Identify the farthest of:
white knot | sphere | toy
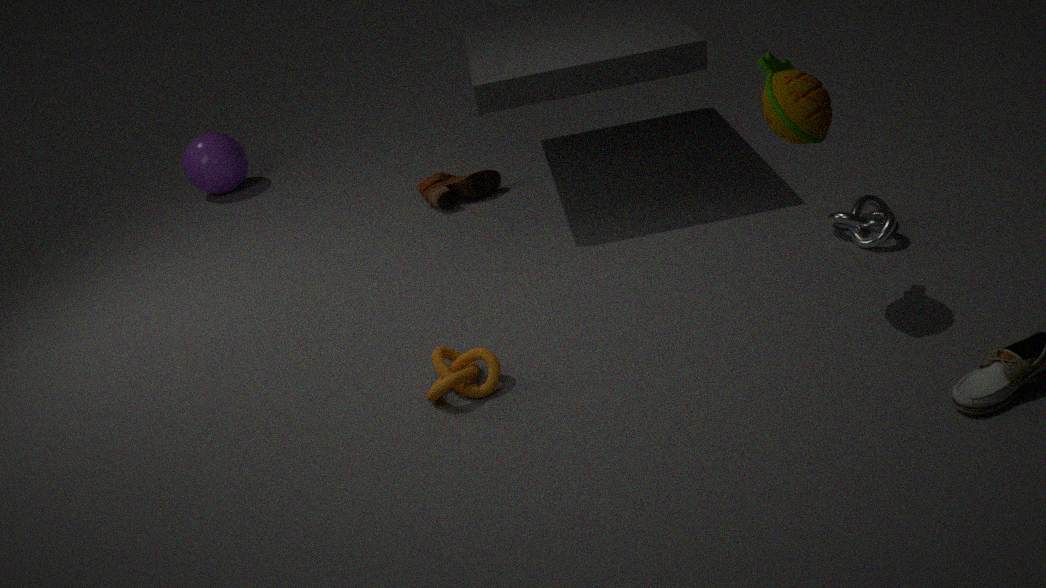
sphere
